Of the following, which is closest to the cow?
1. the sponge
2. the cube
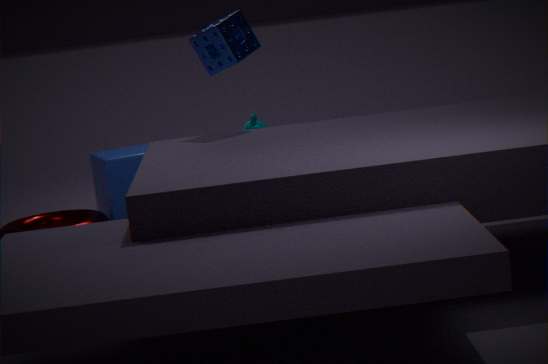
the cube
